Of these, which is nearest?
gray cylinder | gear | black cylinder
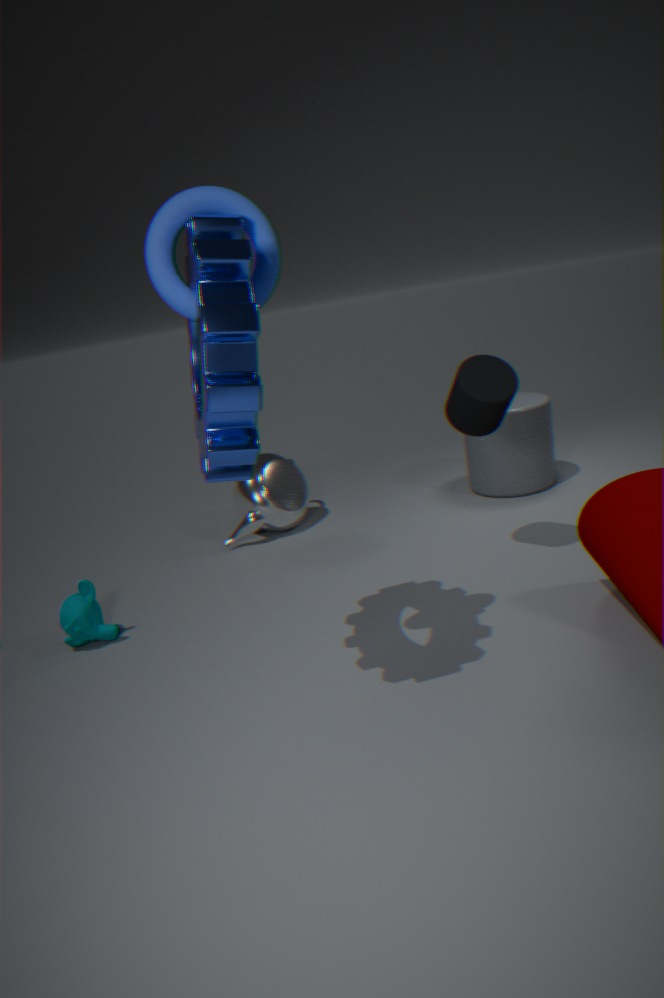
gear
